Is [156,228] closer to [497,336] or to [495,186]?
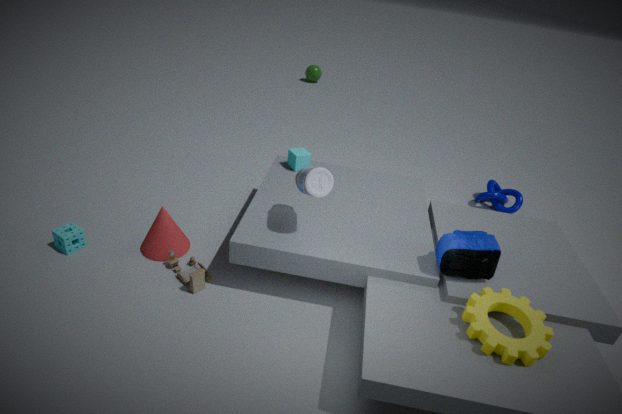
[497,336]
